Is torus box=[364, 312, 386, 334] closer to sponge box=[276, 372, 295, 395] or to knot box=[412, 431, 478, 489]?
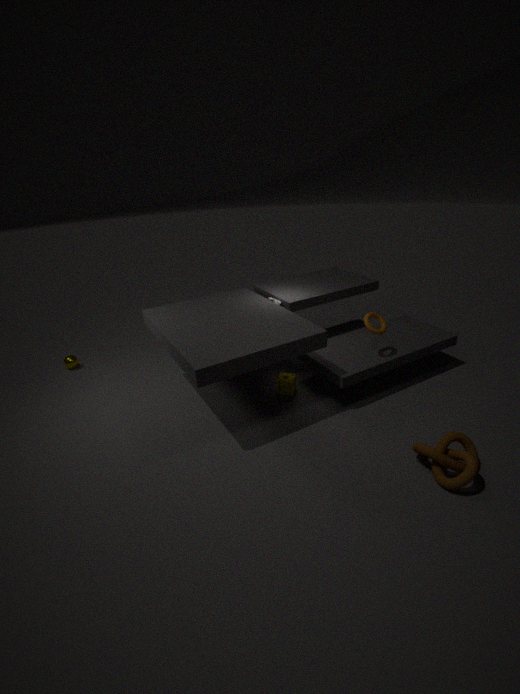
sponge box=[276, 372, 295, 395]
